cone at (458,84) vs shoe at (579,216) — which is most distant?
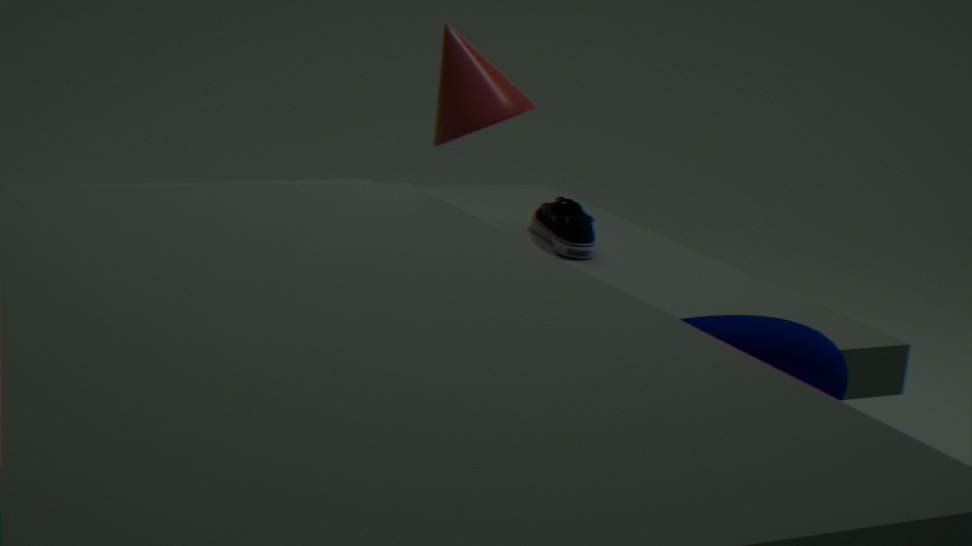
shoe at (579,216)
